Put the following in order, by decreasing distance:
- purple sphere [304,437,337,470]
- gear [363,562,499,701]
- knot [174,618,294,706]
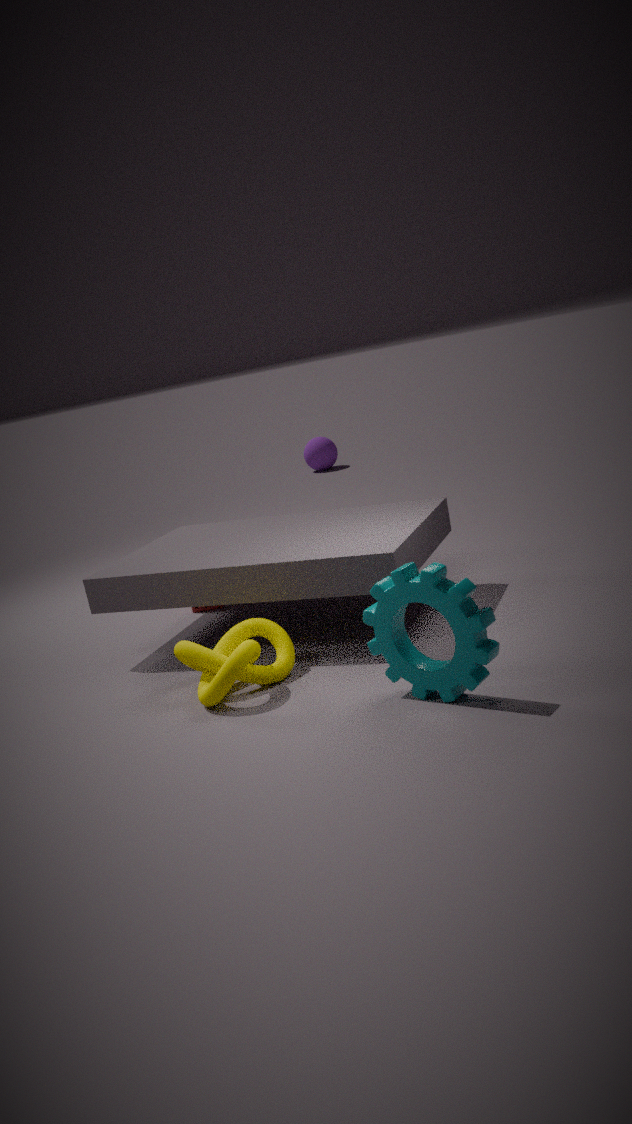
purple sphere [304,437,337,470] → knot [174,618,294,706] → gear [363,562,499,701]
